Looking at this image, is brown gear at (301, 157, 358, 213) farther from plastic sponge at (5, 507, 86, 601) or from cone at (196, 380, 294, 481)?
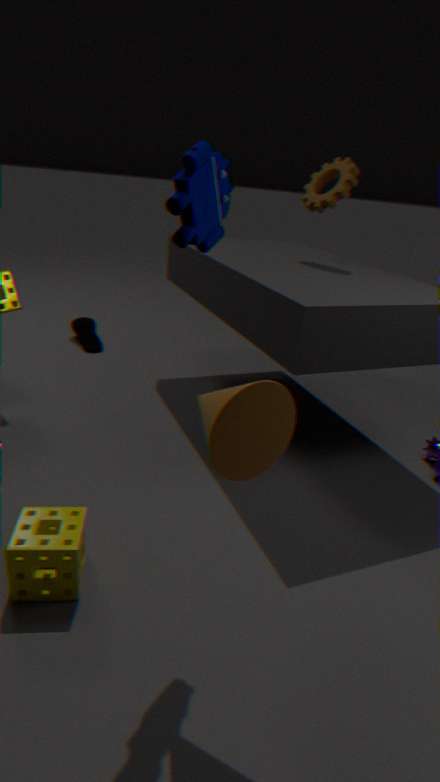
plastic sponge at (5, 507, 86, 601)
